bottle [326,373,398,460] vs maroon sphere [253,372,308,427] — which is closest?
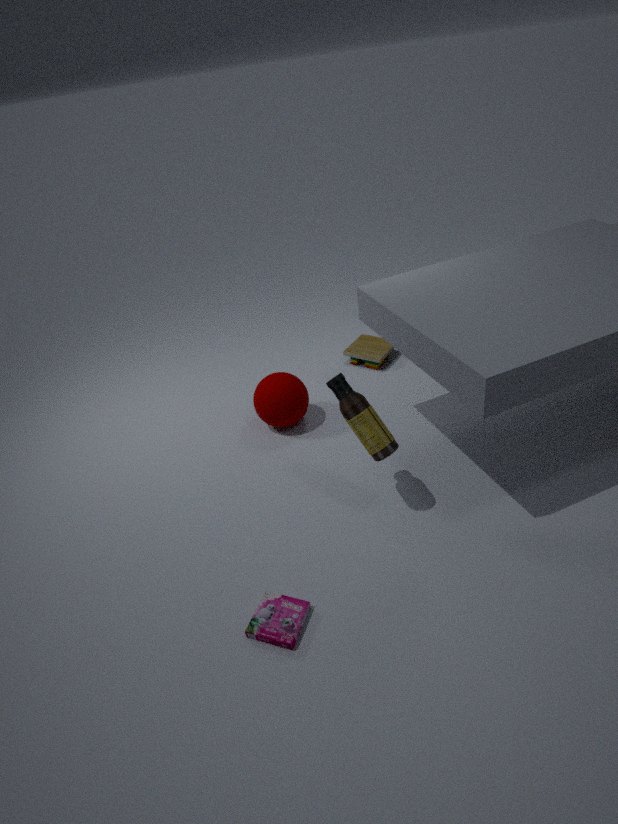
bottle [326,373,398,460]
